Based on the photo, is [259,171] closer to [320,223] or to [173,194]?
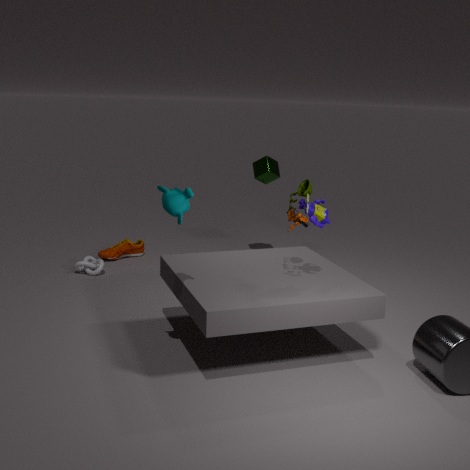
[320,223]
